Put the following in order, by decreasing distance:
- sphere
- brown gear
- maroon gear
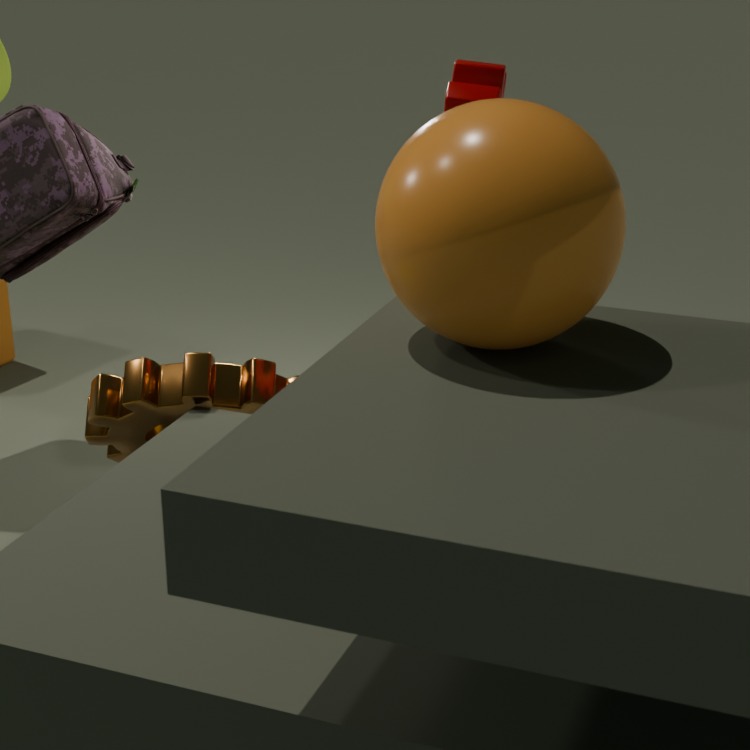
1. brown gear
2. maroon gear
3. sphere
